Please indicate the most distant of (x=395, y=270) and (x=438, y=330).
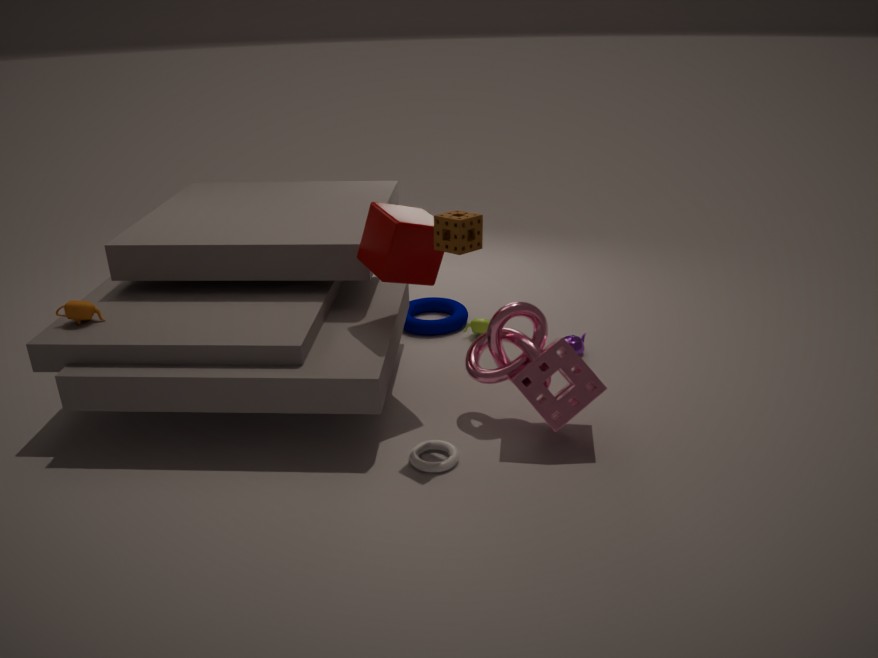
(x=438, y=330)
